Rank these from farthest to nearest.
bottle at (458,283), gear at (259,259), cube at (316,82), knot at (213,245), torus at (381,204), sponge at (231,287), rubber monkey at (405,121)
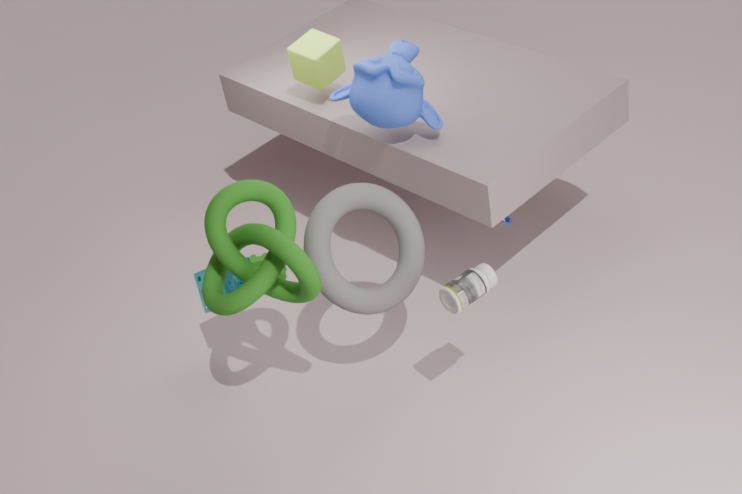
gear at (259,259), cube at (316,82), sponge at (231,287), rubber monkey at (405,121), torus at (381,204), bottle at (458,283), knot at (213,245)
